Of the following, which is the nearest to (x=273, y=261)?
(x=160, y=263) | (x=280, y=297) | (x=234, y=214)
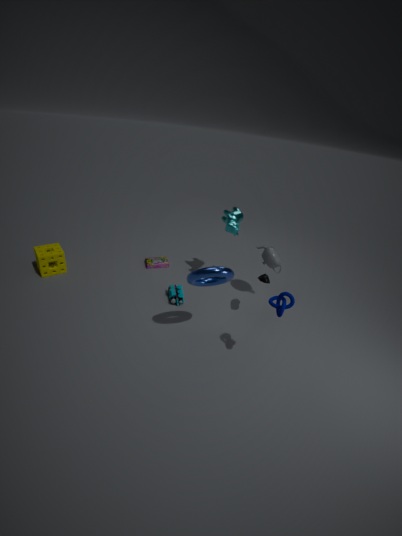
(x=234, y=214)
